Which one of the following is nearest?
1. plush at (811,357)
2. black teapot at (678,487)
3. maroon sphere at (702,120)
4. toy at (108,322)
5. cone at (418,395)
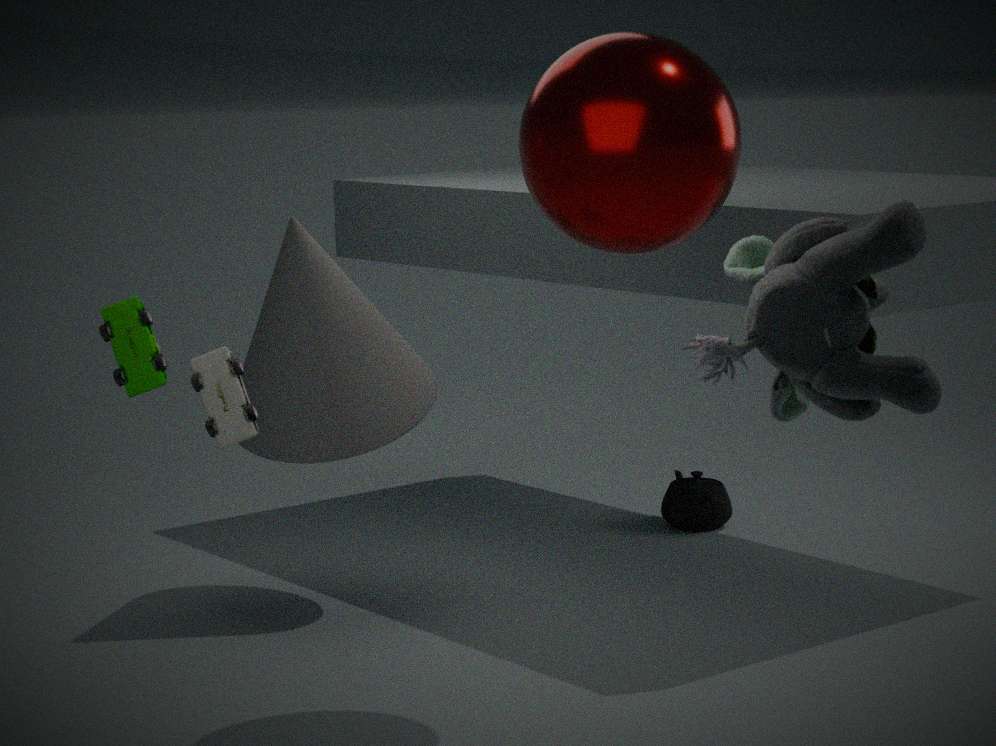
plush at (811,357)
